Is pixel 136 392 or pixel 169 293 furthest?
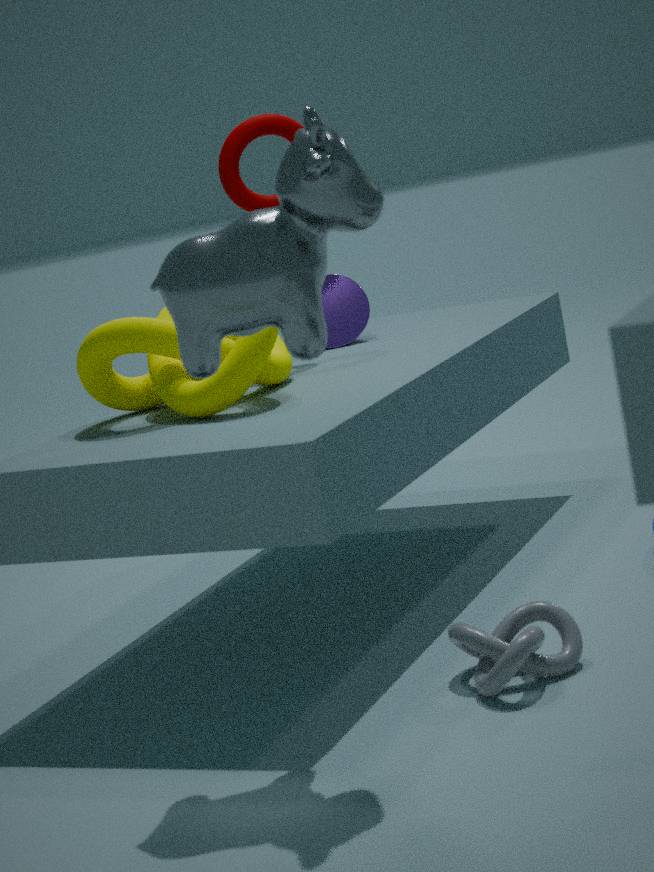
pixel 136 392
